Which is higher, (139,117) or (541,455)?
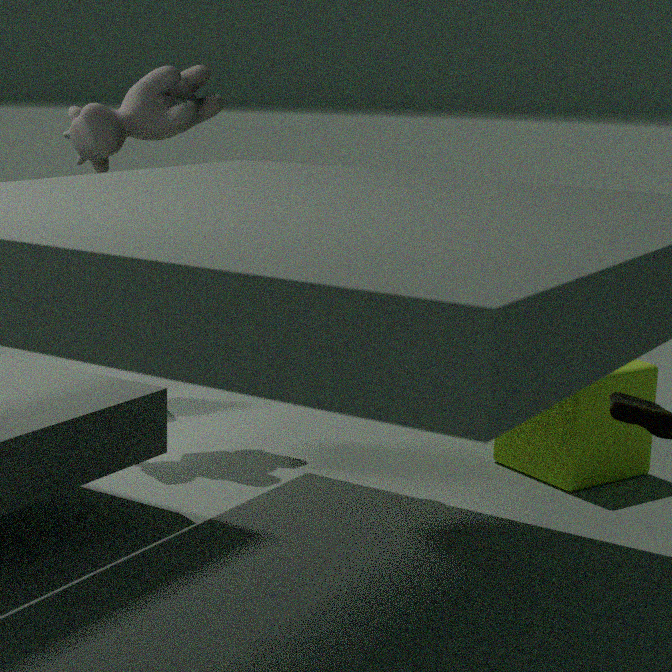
(139,117)
